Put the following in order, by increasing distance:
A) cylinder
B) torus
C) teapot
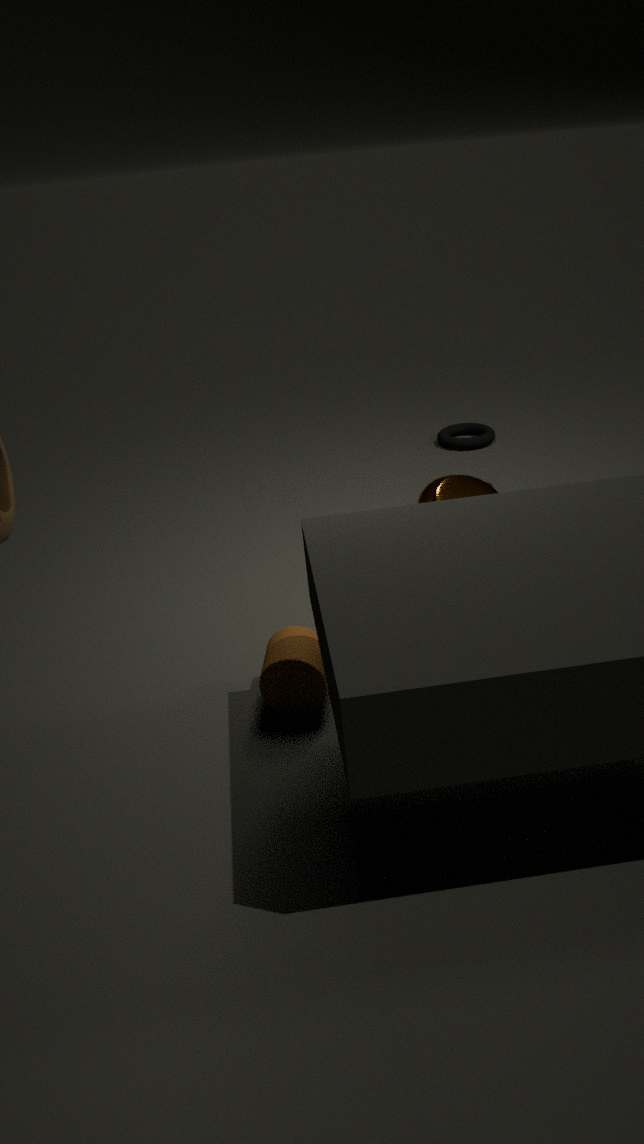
cylinder < teapot < torus
